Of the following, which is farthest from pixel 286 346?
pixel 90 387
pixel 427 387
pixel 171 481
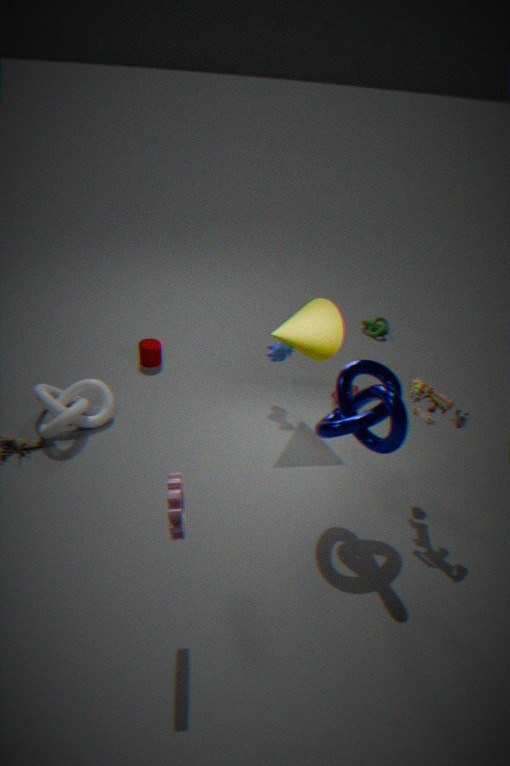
pixel 171 481
